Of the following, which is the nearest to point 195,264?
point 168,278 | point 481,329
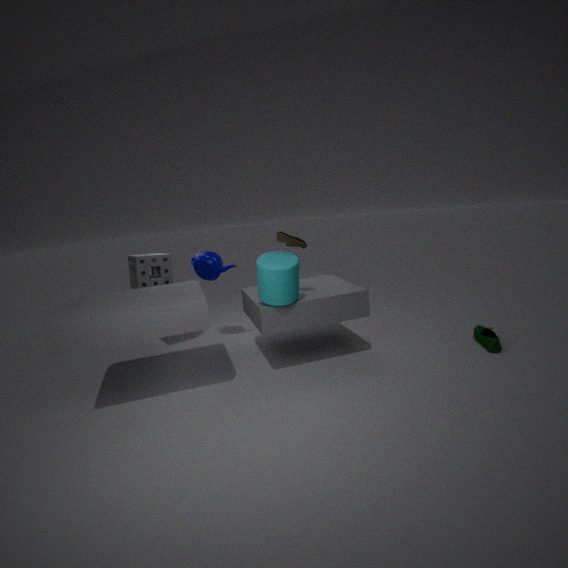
point 168,278
